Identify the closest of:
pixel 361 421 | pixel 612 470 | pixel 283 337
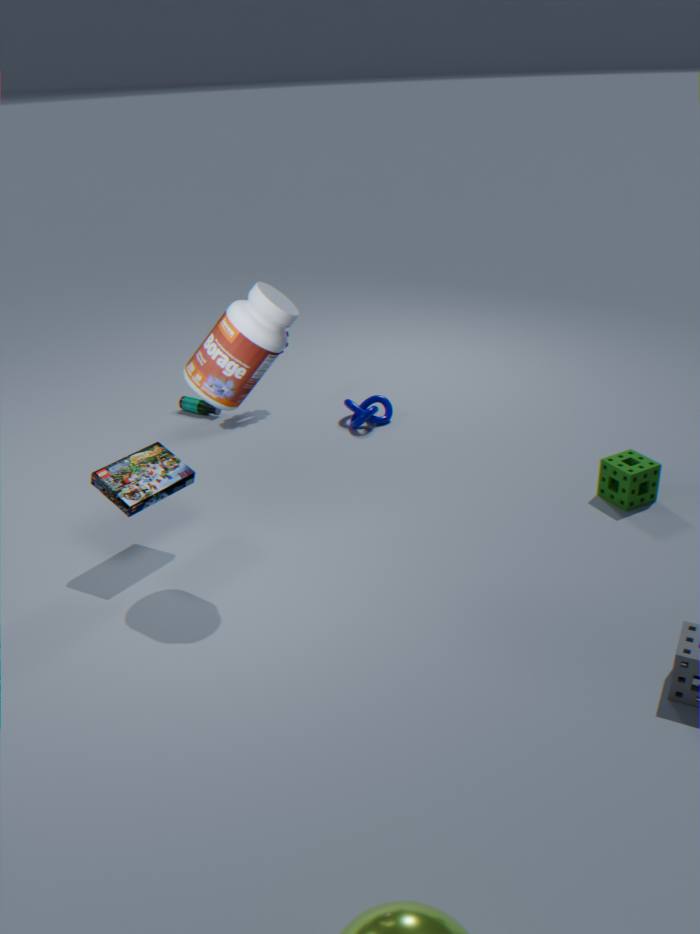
pixel 283 337
